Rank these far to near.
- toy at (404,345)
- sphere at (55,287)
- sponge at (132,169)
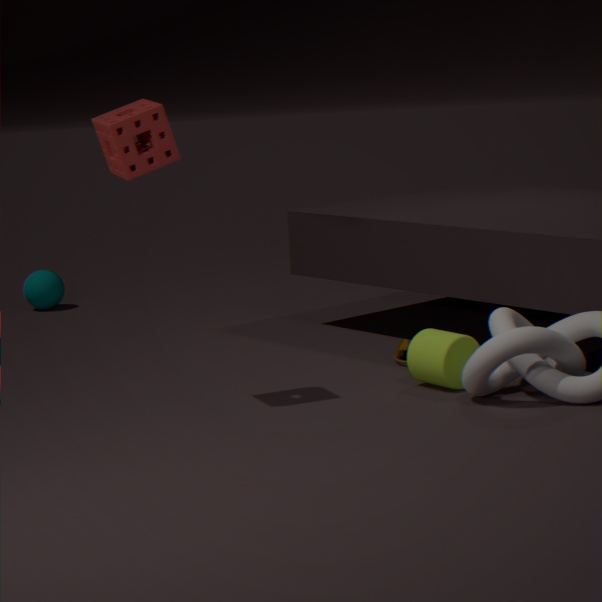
1. sphere at (55,287)
2. toy at (404,345)
3. sponge at (132,169)
